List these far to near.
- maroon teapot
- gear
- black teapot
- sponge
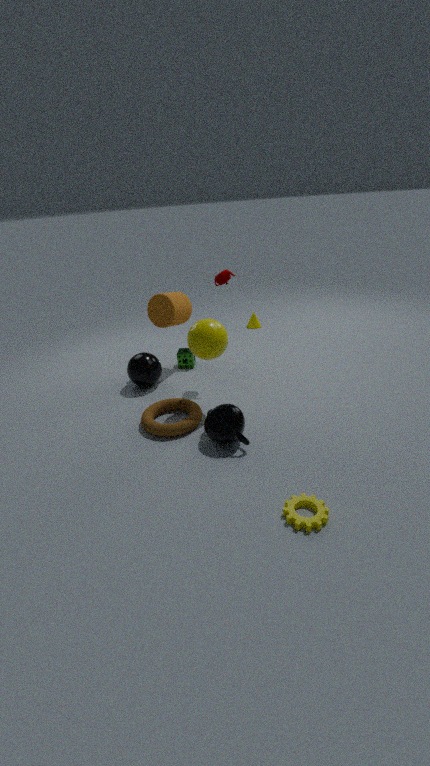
1. sponge
2. maroon teapot
3. black teapot
4. gear
